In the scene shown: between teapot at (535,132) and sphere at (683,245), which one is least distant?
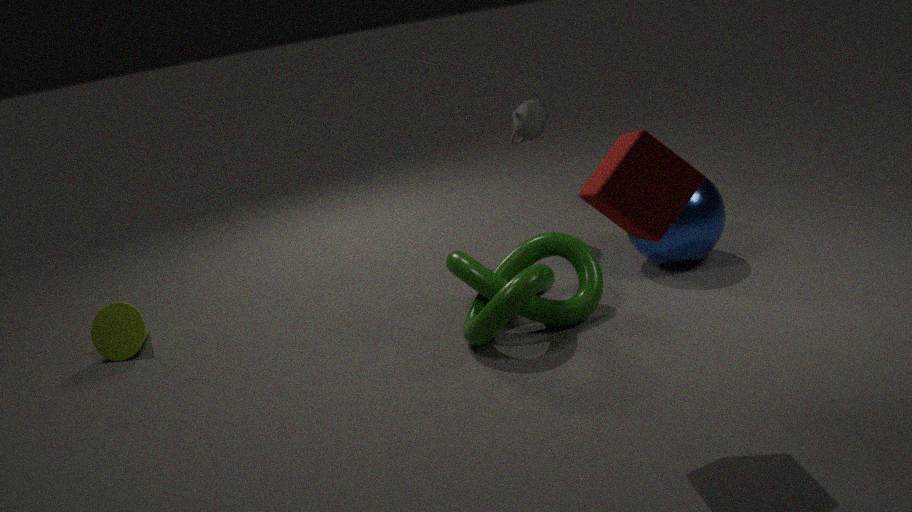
sphere at (683,245)
